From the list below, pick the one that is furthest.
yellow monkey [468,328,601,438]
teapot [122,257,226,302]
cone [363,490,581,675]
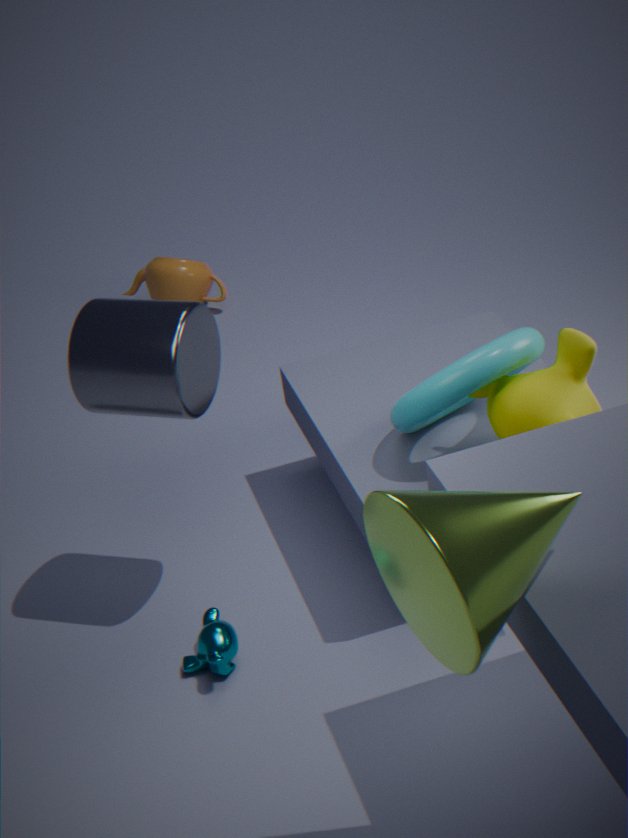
teapot [122,257,226,302]
